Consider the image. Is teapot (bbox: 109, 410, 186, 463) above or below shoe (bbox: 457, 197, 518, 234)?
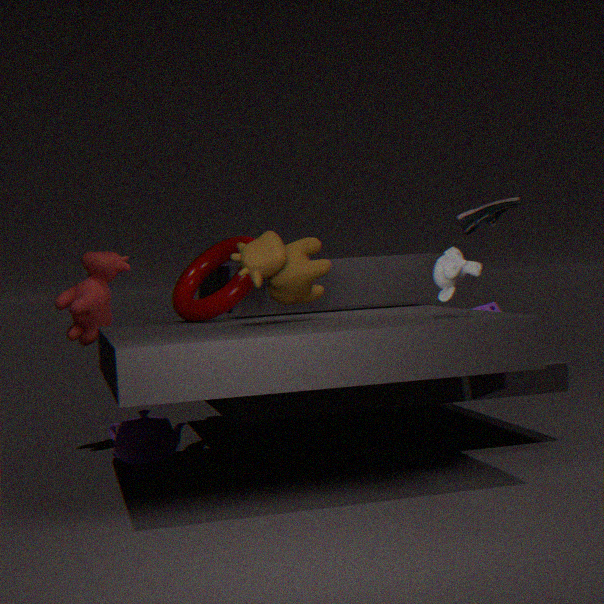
below
